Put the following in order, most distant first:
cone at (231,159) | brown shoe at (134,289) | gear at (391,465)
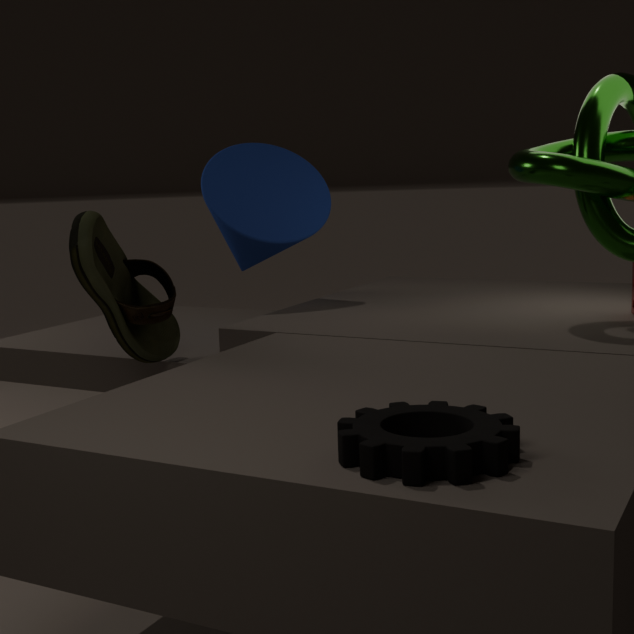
cone at (231,159) → brown shoe at (134,289) → gear at (391,465)
